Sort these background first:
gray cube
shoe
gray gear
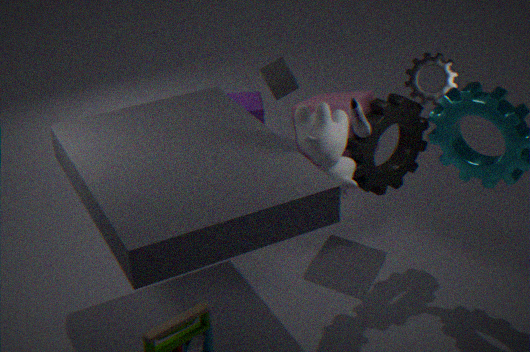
gray cube, gray gear, shoe
